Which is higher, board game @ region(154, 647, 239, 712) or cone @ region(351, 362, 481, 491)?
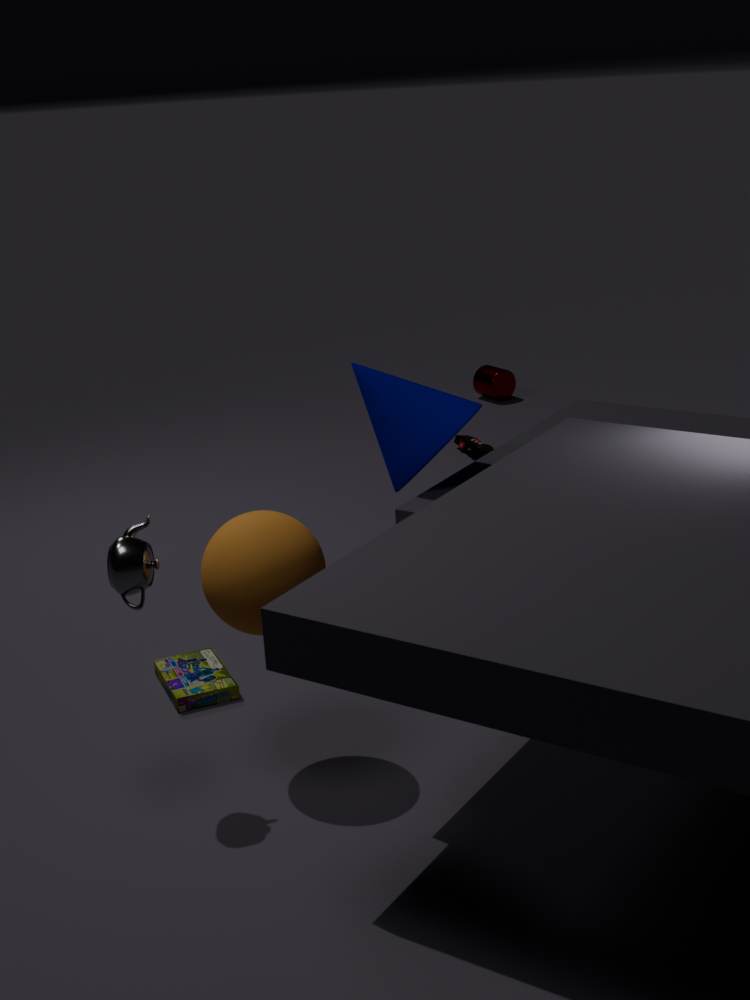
cone @ region(351, 362, 481, 491)
